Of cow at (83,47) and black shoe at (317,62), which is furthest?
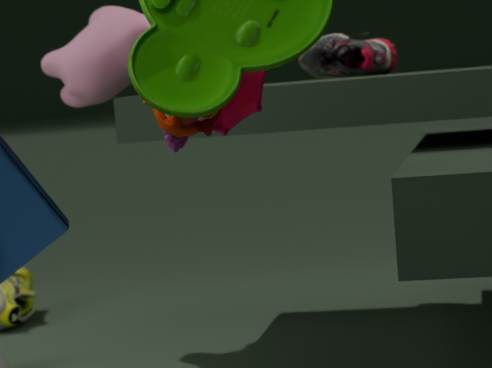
black shoe at (317,62)
